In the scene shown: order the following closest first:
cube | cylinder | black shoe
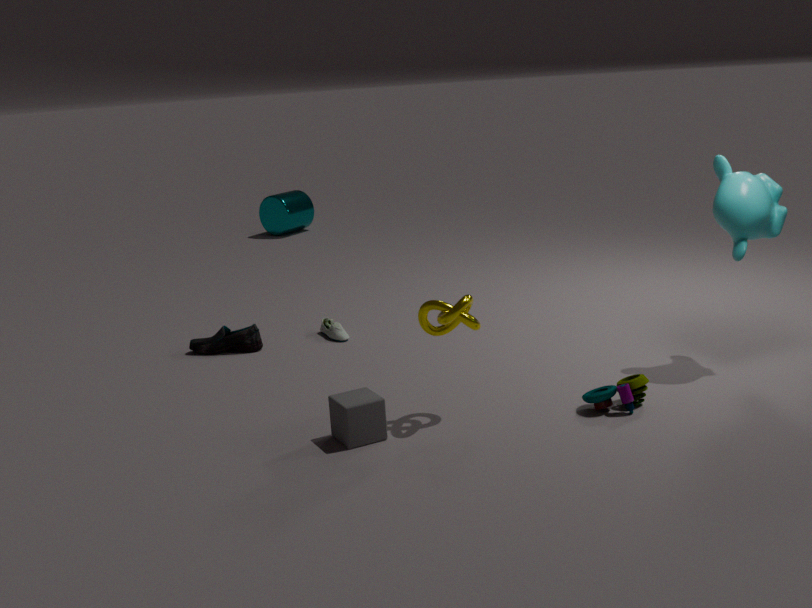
cube < black shoe < cylinder
